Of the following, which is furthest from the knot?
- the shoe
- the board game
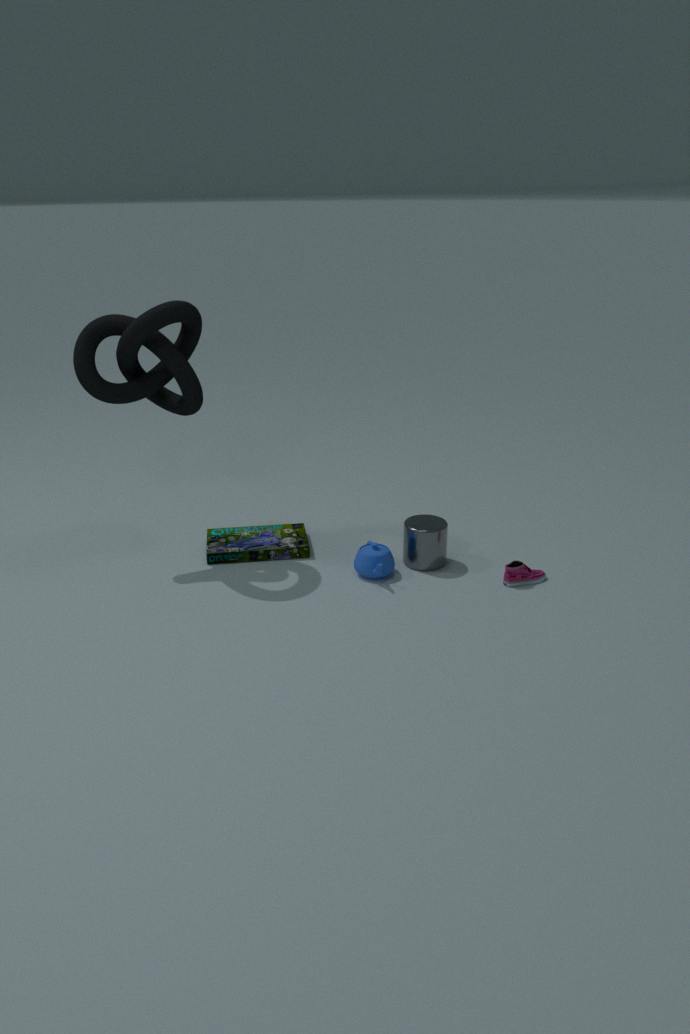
the shoe
